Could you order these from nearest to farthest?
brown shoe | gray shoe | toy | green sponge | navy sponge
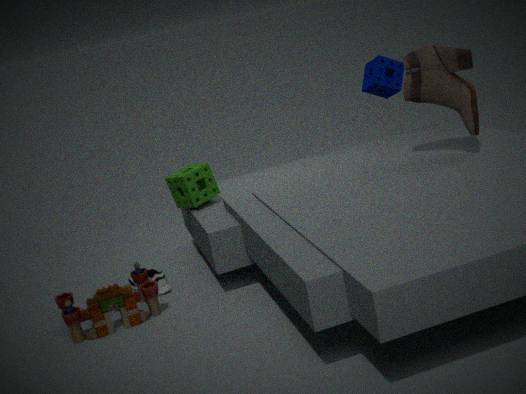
toy
brown shoe
gray shoe
green sponge
navy sponge
